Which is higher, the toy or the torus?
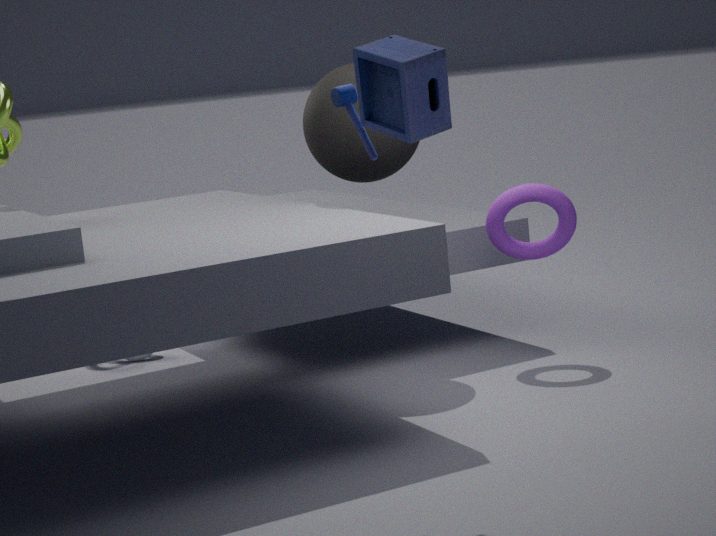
the toy
